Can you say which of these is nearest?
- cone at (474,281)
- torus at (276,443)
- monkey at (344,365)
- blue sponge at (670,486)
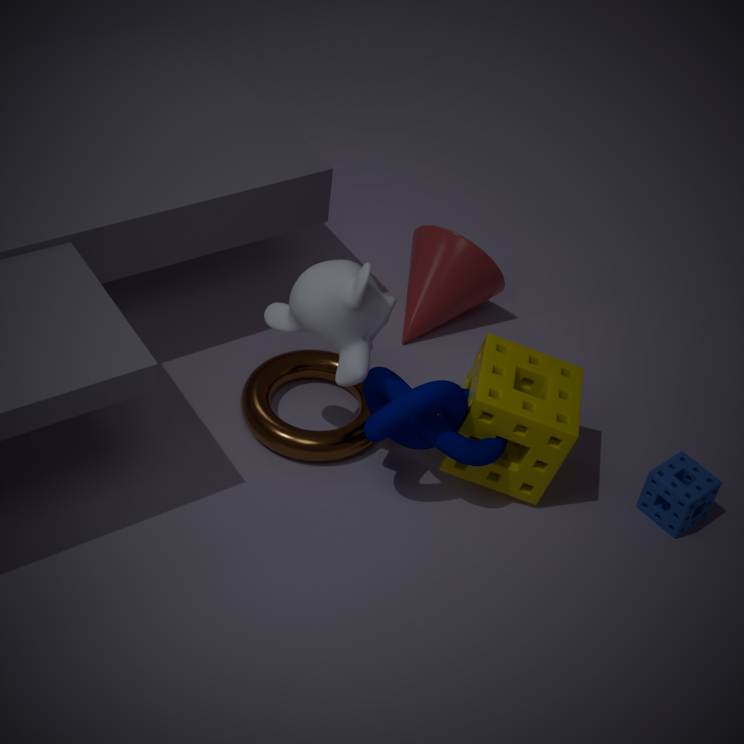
monkey at (344,365)
